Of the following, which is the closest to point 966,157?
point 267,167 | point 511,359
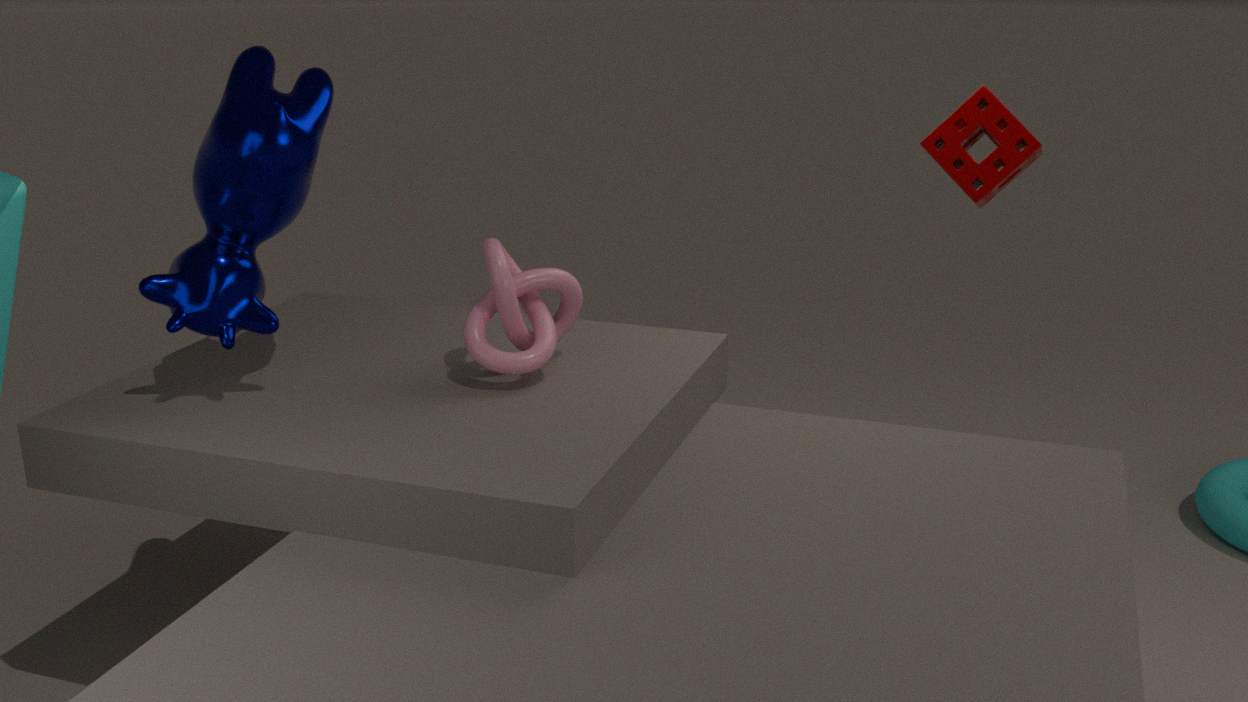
point 511,359
